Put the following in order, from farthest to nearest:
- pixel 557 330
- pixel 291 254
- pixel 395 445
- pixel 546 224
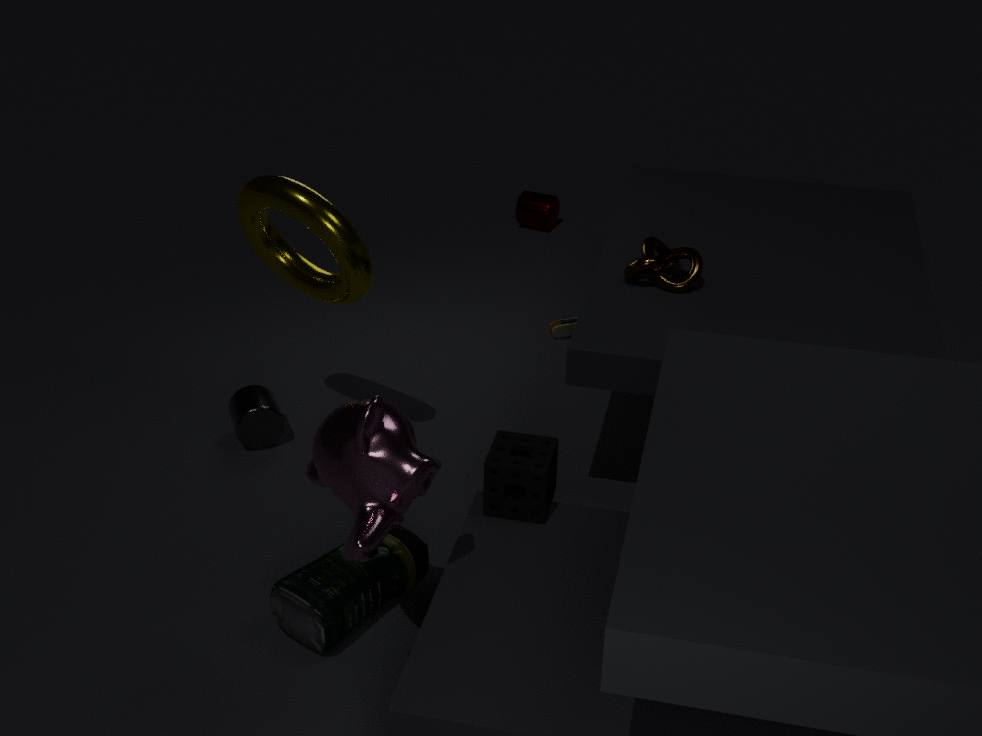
pixel 546 224, pixel 557 330, pixel 291 254, pixel 395 445
